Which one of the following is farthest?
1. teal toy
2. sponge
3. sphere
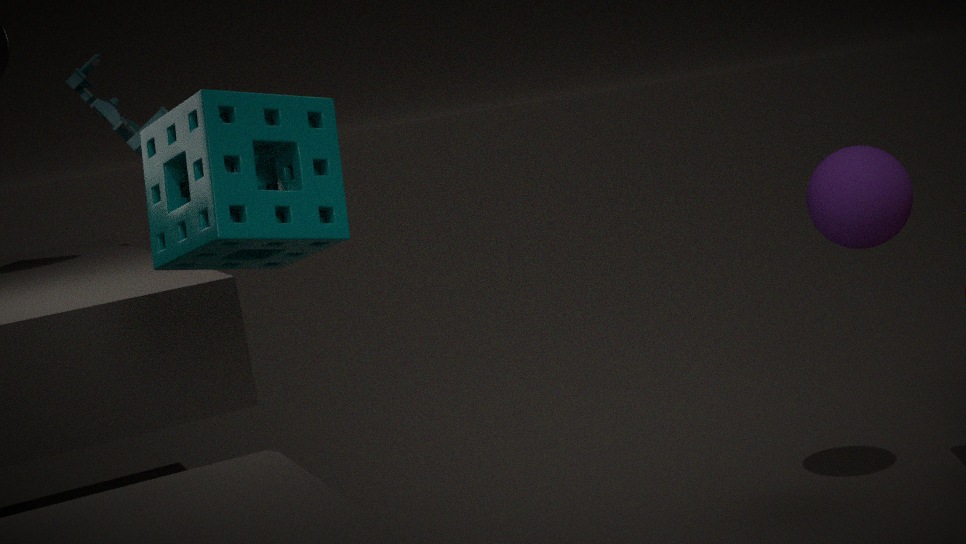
teal toy
